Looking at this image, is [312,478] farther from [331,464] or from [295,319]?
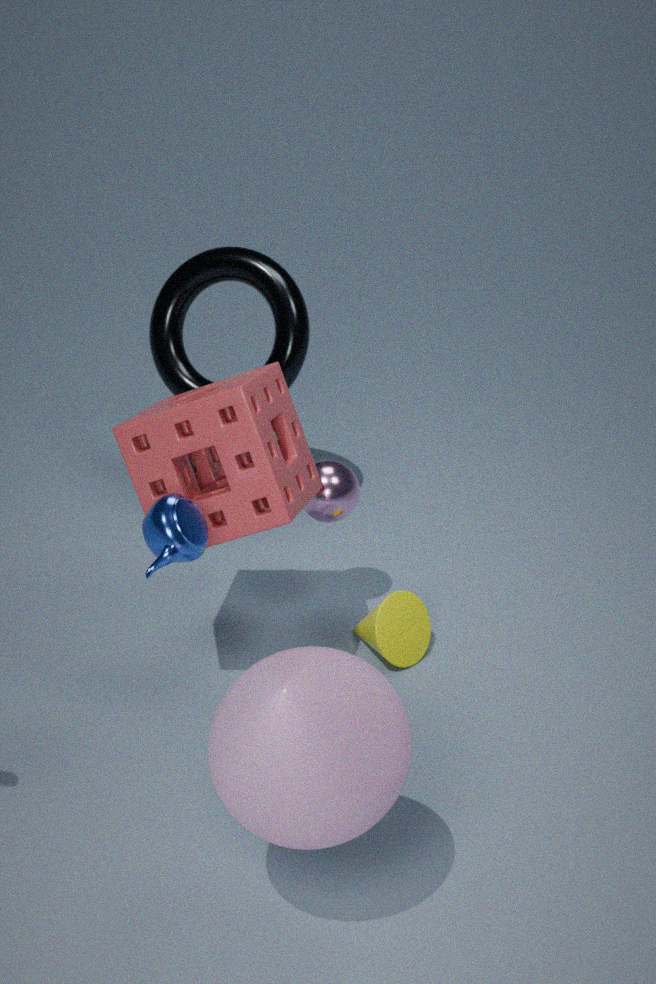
[295,319]
